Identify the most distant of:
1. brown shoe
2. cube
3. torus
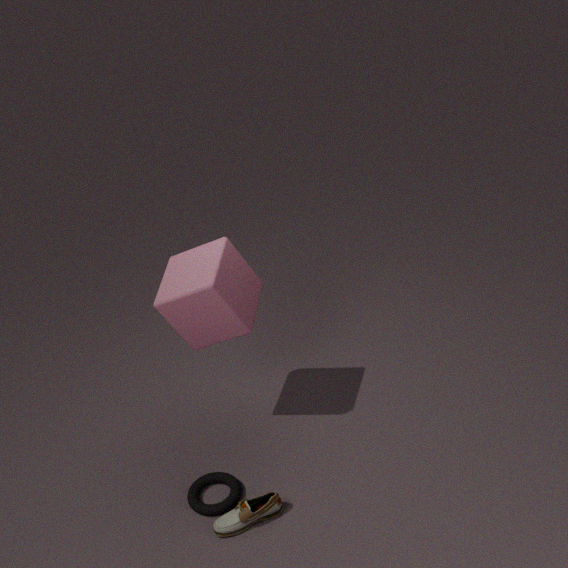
torus
